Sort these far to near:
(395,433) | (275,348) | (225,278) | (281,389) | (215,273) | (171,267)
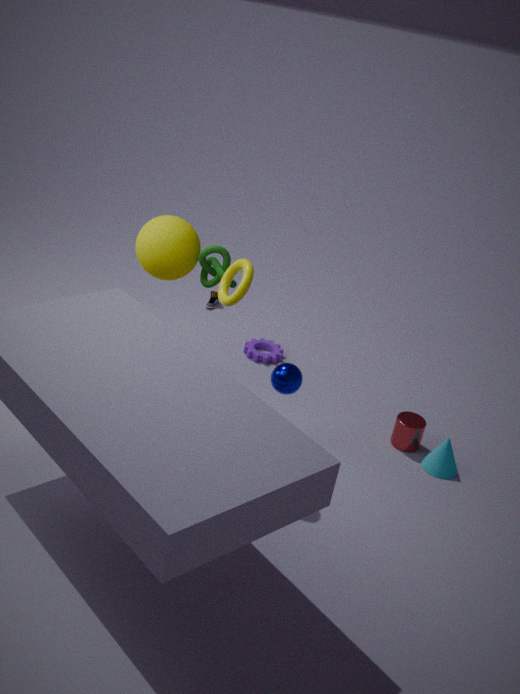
1. (275,348)
2. (395,433)
3. (215,273)
4. (281,389)
5. (171,267)
6. (225,278)
